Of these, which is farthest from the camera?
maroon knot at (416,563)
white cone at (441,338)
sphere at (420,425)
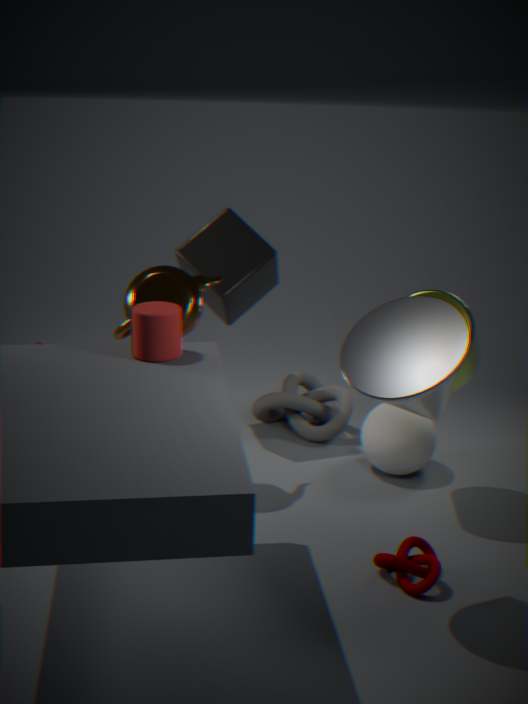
sphere at (420,425)
